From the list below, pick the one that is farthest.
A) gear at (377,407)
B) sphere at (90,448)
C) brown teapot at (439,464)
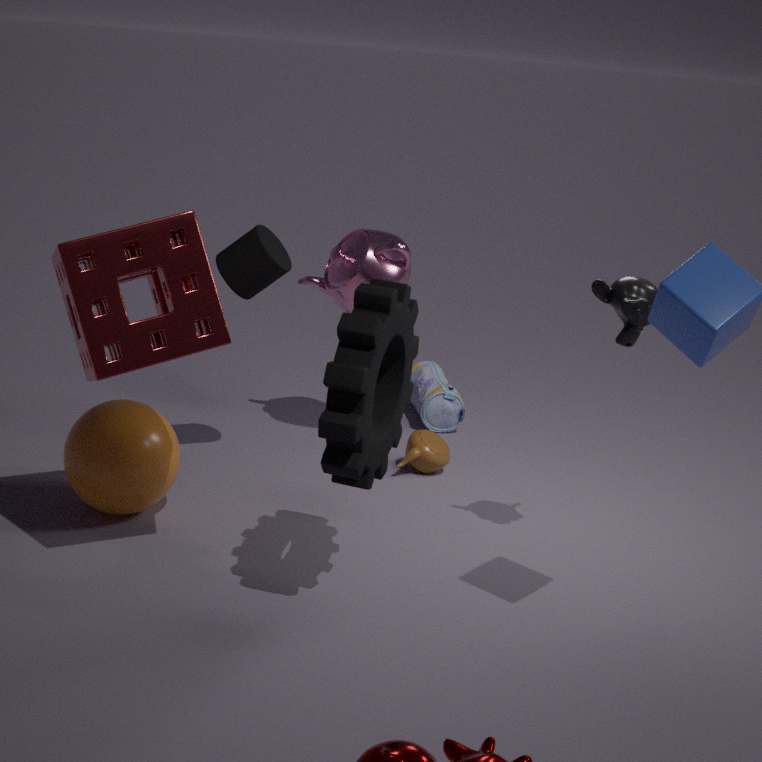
brown teapot at (439,464)
